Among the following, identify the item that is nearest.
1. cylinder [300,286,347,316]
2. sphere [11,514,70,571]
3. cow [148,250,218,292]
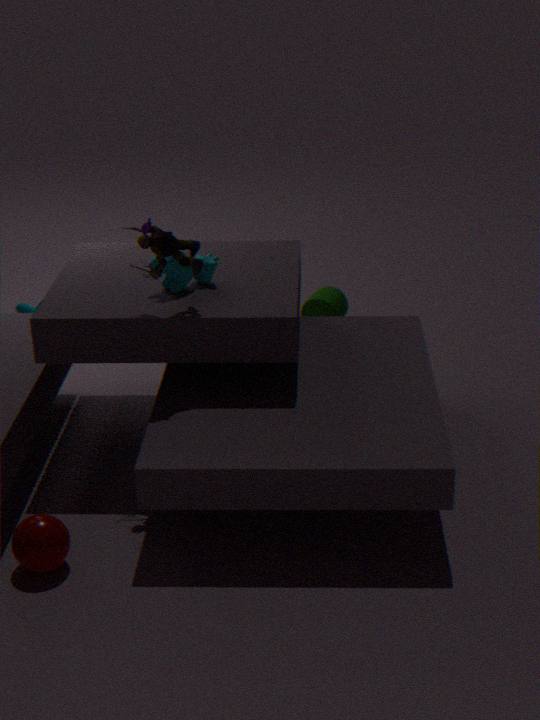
sphere [11,514,70,571]
